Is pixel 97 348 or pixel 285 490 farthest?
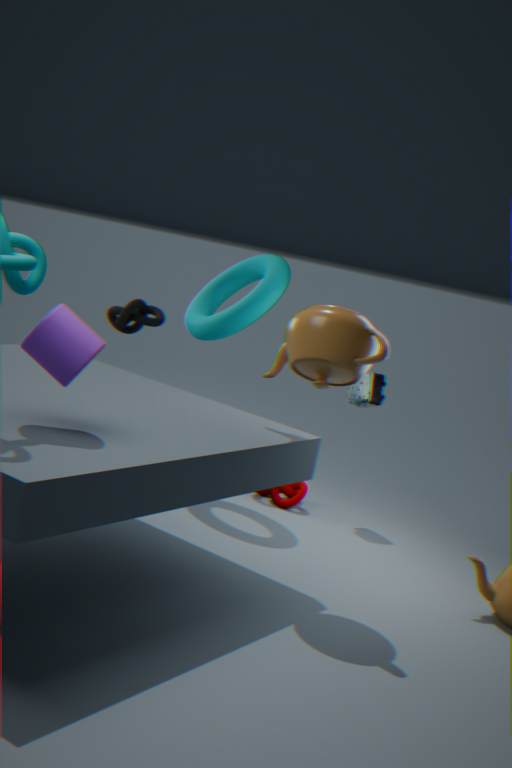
pixel 285 490
